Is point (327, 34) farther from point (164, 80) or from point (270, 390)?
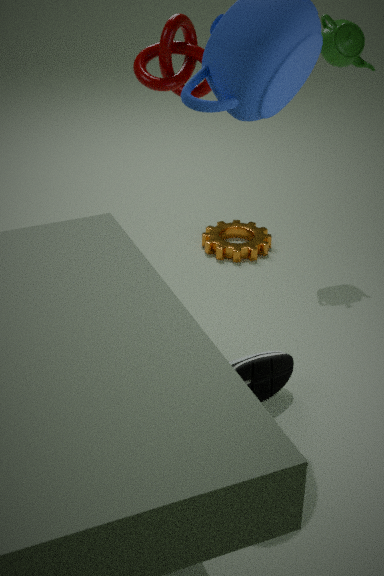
point (270, 390)
